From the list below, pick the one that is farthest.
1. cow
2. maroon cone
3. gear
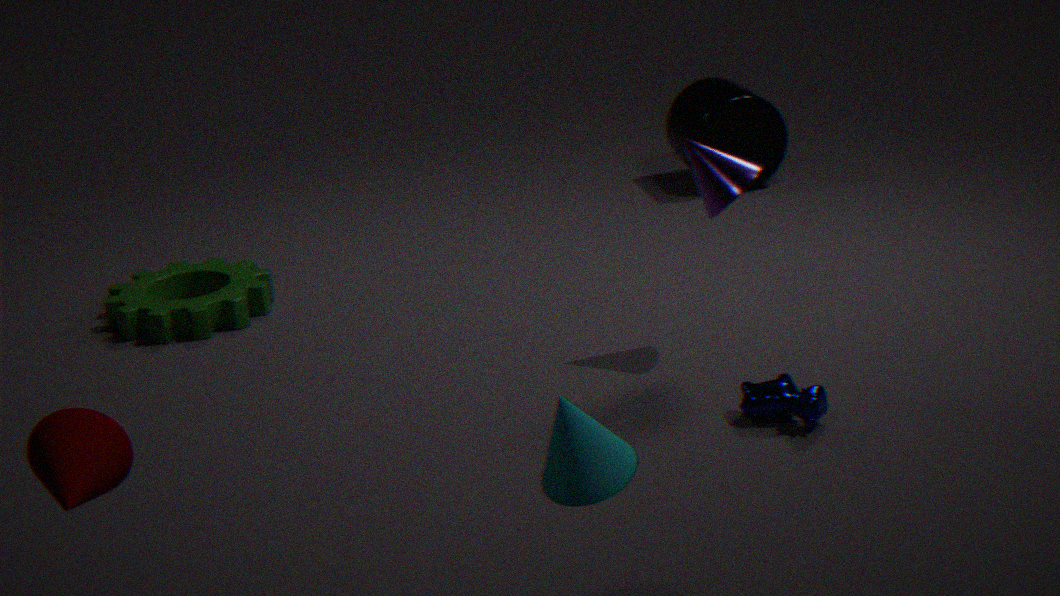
gear
